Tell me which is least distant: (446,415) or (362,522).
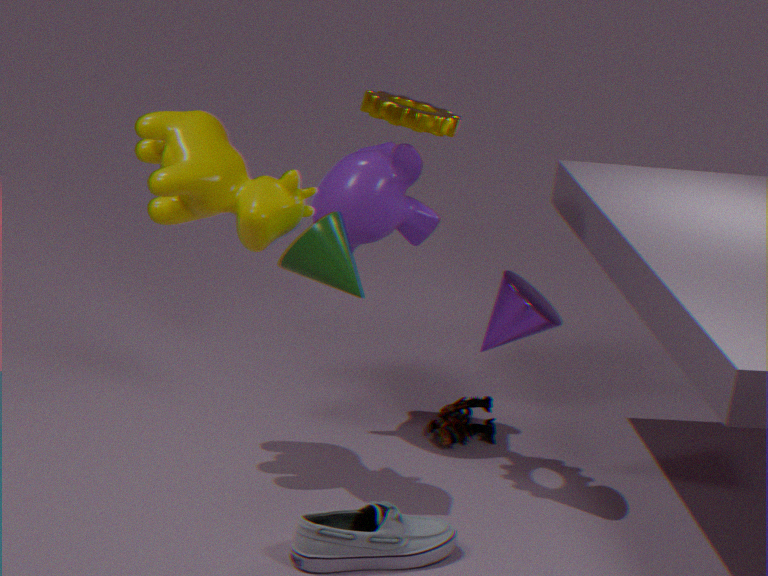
(362,522)
